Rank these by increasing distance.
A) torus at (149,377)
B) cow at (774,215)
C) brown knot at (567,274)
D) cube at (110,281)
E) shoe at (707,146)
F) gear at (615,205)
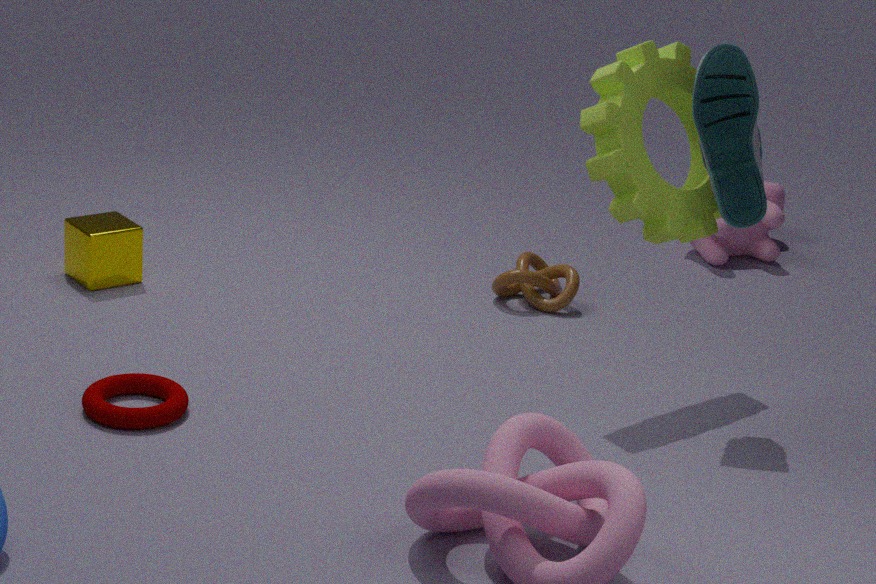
torus at (149,377) → shoe at (707,146) → gear at (615,205) → cube at (110,281) → brown knot at (567,274) → cow at (774,215)
